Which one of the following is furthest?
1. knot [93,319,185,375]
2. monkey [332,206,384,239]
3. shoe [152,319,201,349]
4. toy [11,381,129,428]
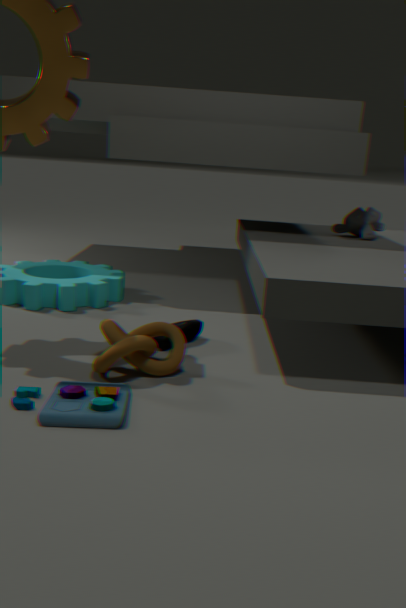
monkey [332,206,384,239]
